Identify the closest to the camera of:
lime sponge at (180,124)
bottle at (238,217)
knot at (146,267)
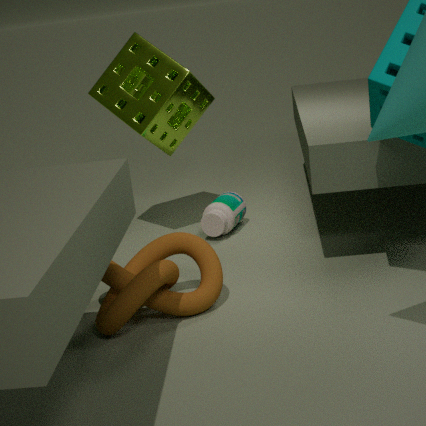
knot at (146,267)
